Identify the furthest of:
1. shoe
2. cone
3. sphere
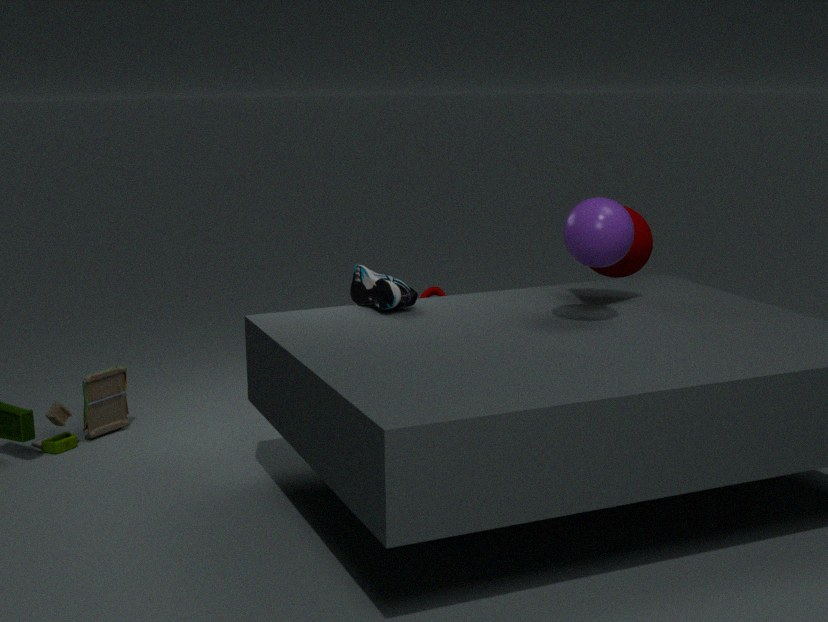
cone
